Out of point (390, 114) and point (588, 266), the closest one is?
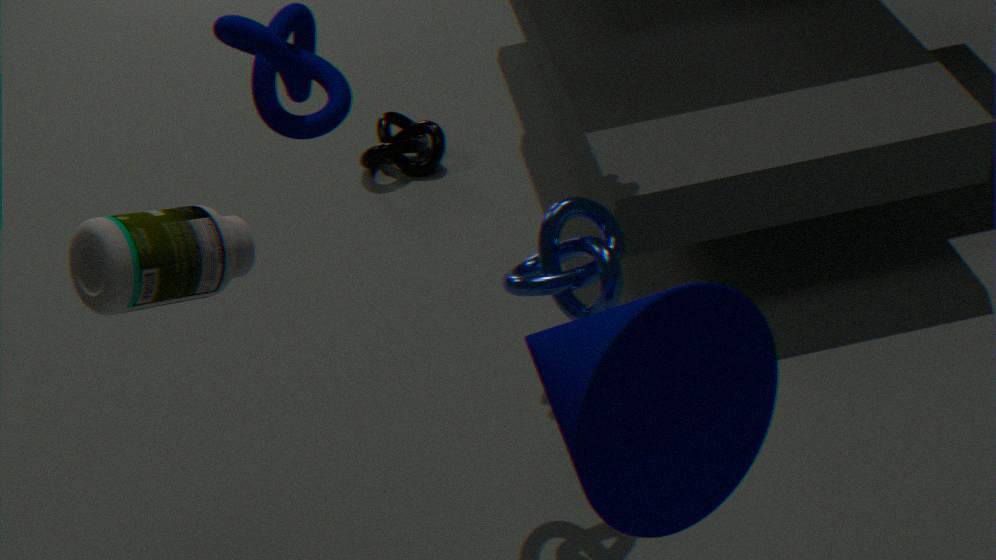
point (588, 266)
